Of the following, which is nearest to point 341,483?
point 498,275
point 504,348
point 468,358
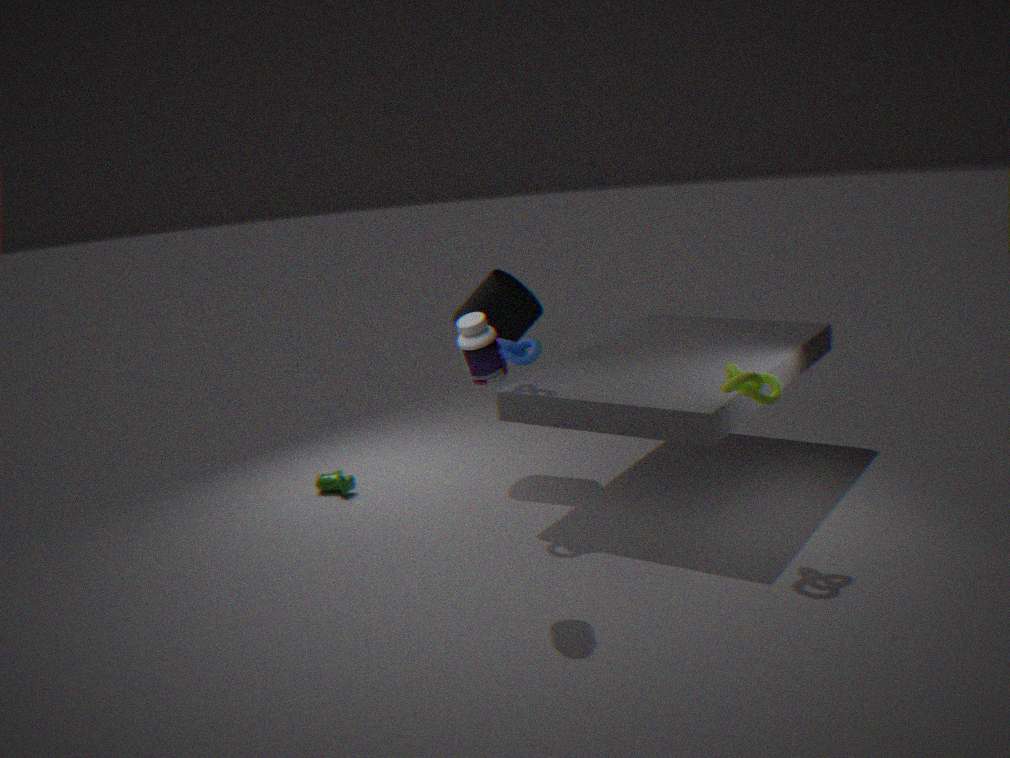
point 498,275
